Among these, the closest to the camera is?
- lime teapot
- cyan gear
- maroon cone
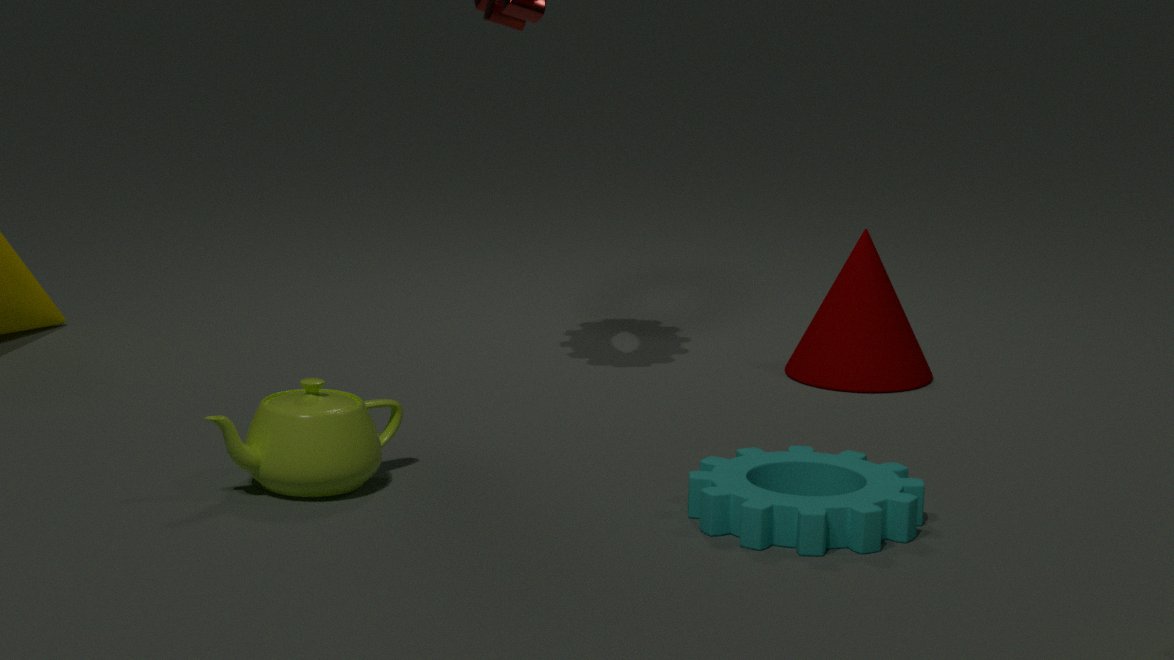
cyan gear
